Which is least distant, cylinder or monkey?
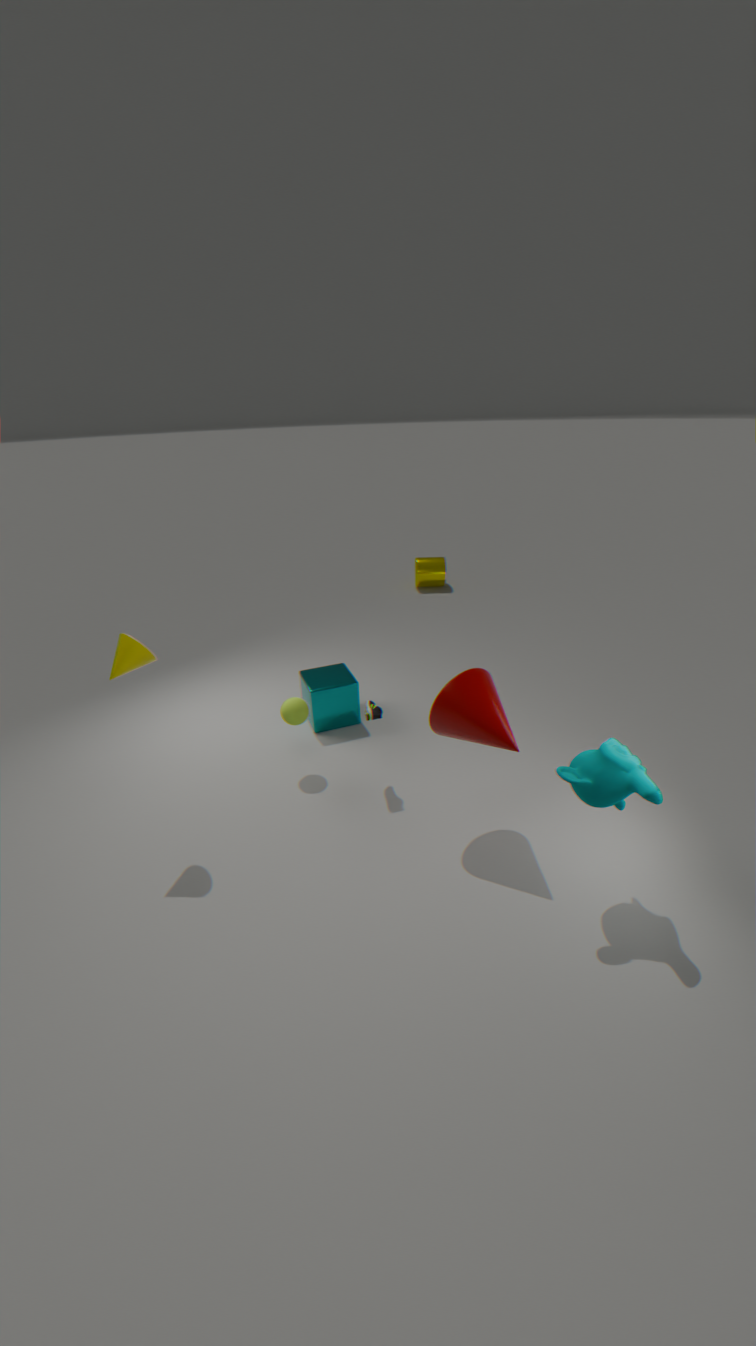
monkey
